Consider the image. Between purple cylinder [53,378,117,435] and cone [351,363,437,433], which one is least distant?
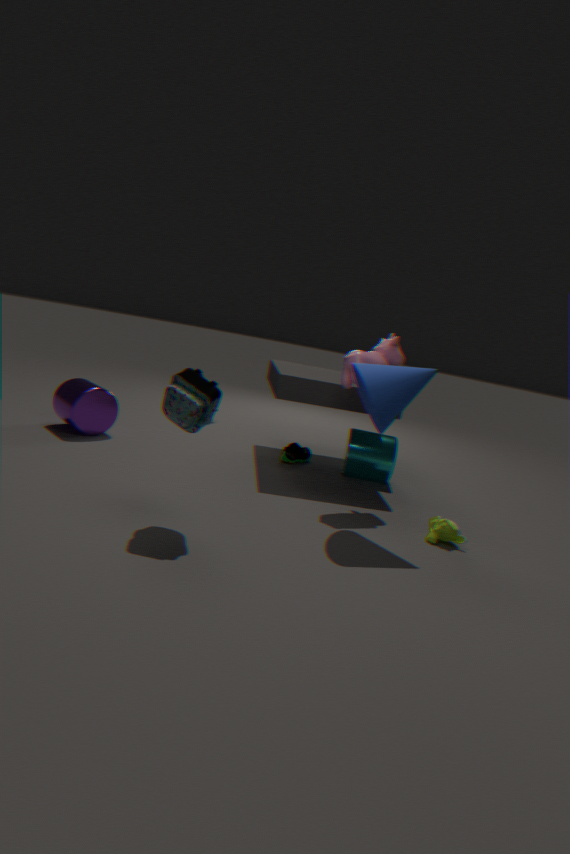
cone [351,363,437,433]
